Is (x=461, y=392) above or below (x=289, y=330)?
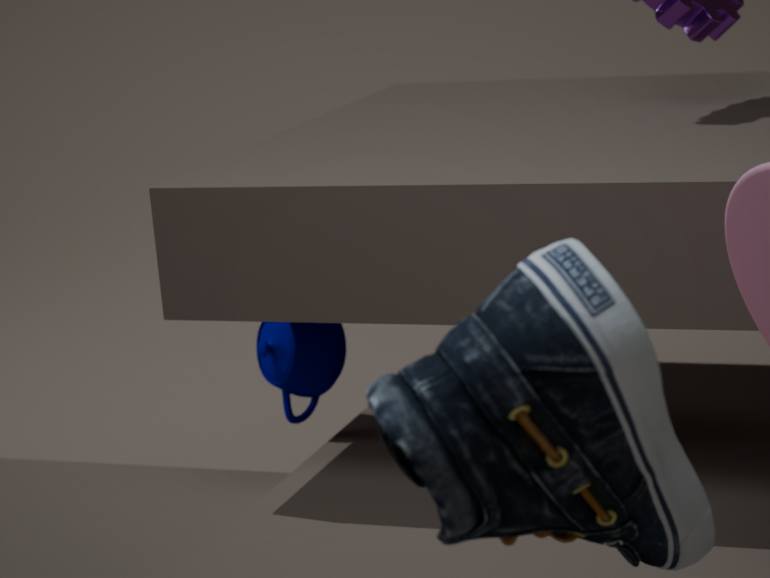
above
